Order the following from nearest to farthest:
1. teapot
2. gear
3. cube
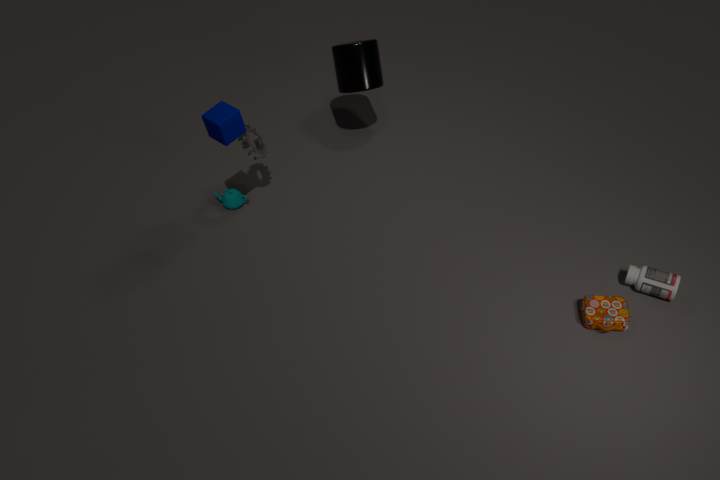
cube
gear
teapot
